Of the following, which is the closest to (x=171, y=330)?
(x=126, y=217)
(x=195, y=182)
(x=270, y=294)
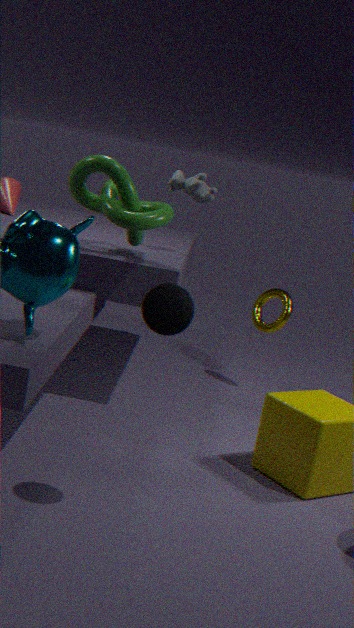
(x=126, y=217)
